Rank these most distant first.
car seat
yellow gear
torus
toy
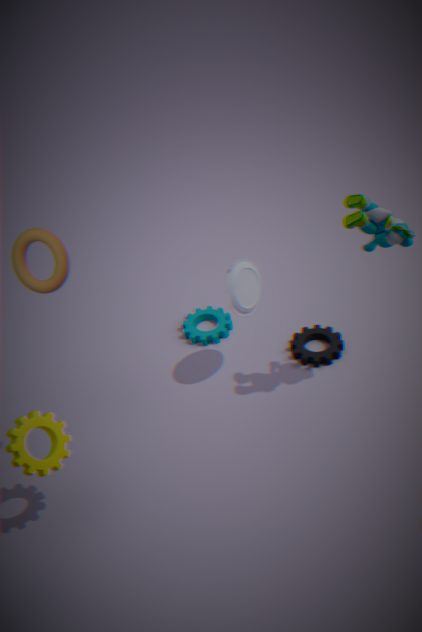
car seat
toy
yellow gear
torus
